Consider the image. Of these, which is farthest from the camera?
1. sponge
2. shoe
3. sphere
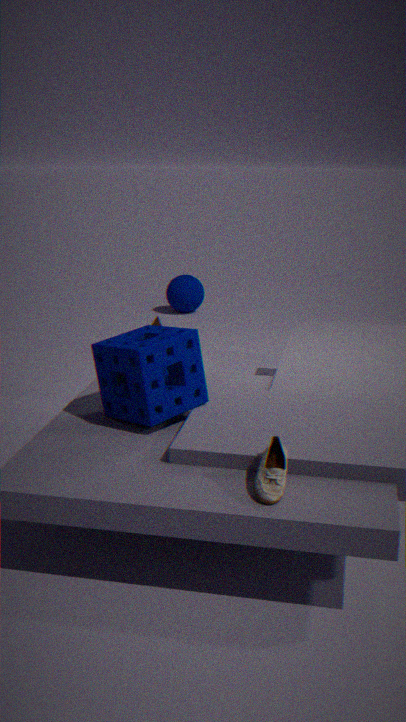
sphere
